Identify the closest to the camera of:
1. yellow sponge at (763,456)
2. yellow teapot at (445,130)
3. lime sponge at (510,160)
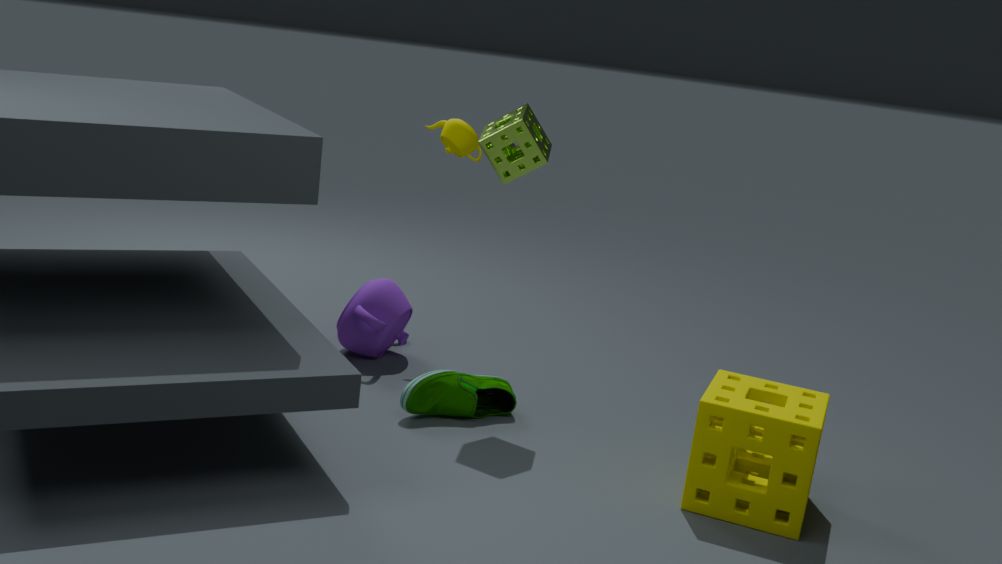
yellow sponge at (763,456)
